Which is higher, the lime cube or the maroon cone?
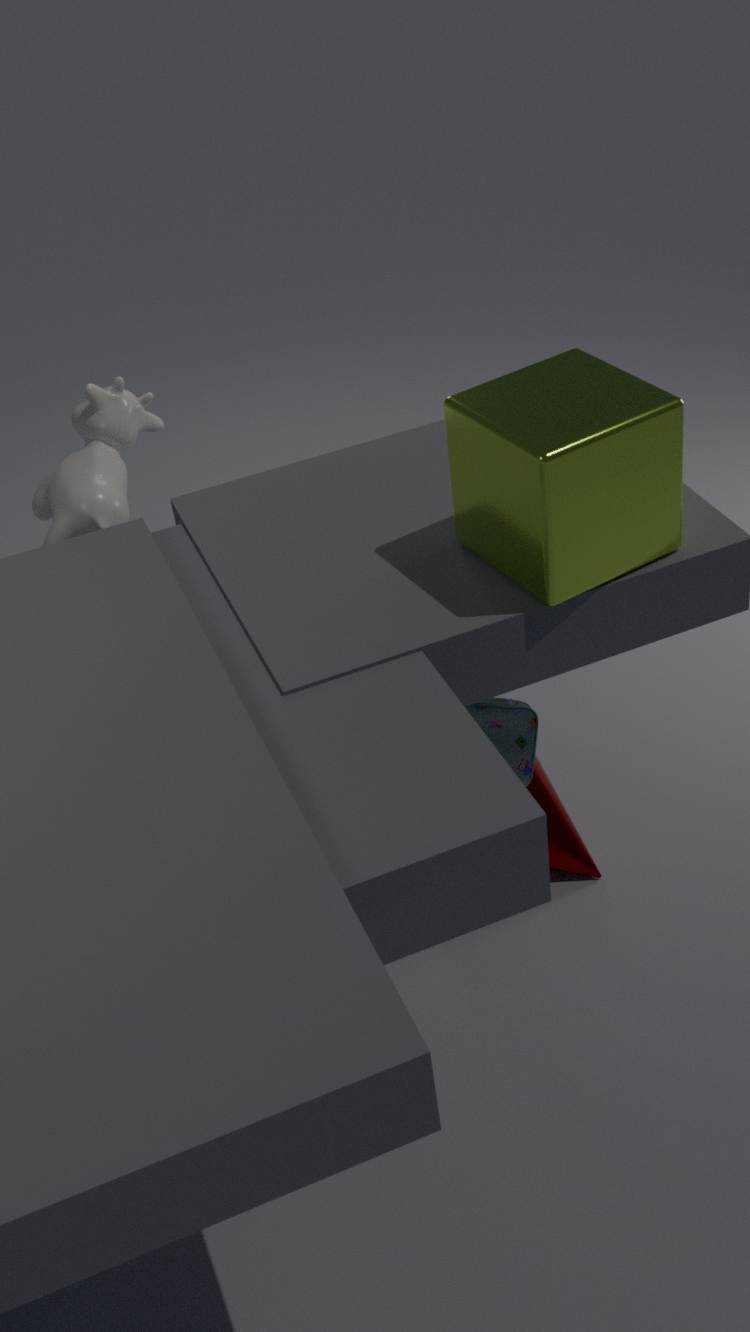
the lime cube
